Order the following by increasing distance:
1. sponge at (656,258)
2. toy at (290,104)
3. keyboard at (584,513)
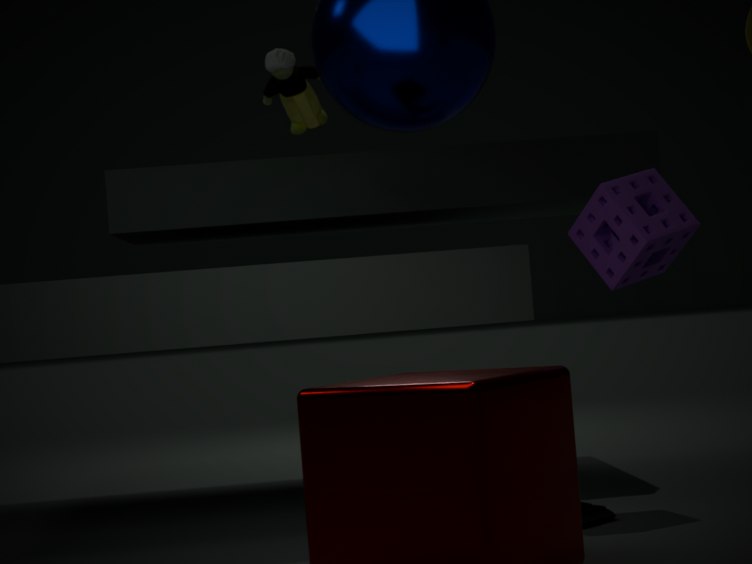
keyboard at (584,513) → sponge at (656,258) → toy at (290,104)
